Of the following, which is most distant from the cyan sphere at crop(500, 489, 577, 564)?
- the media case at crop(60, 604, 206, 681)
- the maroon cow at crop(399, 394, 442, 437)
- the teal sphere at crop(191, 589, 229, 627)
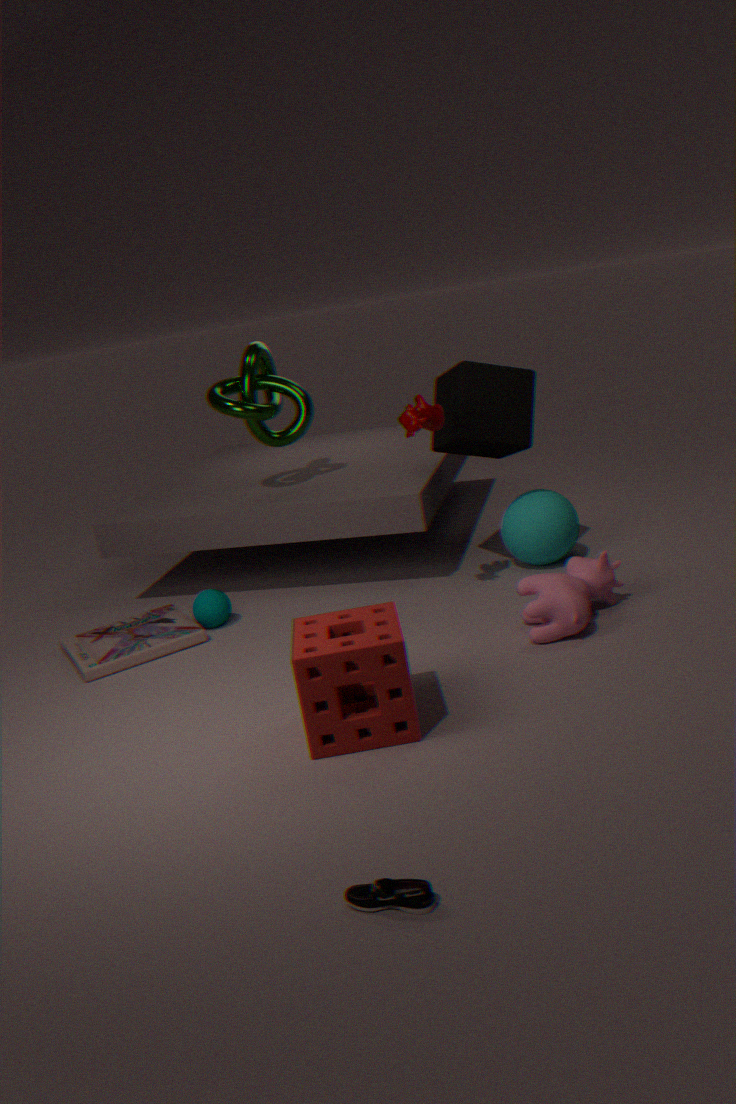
the media case at crop(60, 604, 206, 681)
